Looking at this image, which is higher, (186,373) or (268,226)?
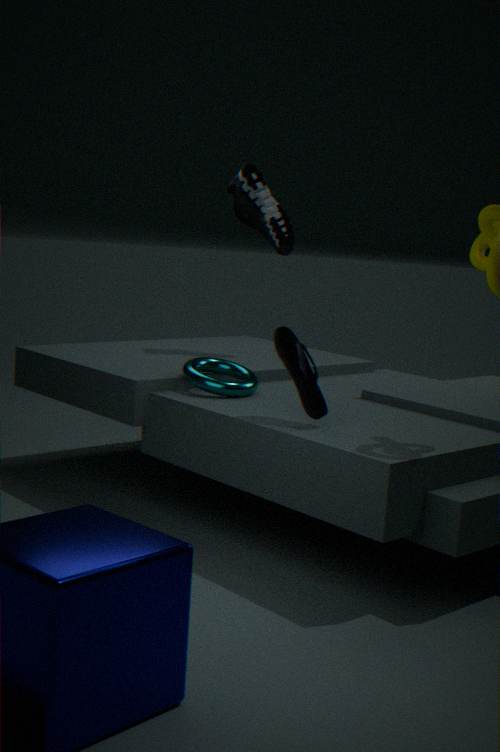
(268,226)
